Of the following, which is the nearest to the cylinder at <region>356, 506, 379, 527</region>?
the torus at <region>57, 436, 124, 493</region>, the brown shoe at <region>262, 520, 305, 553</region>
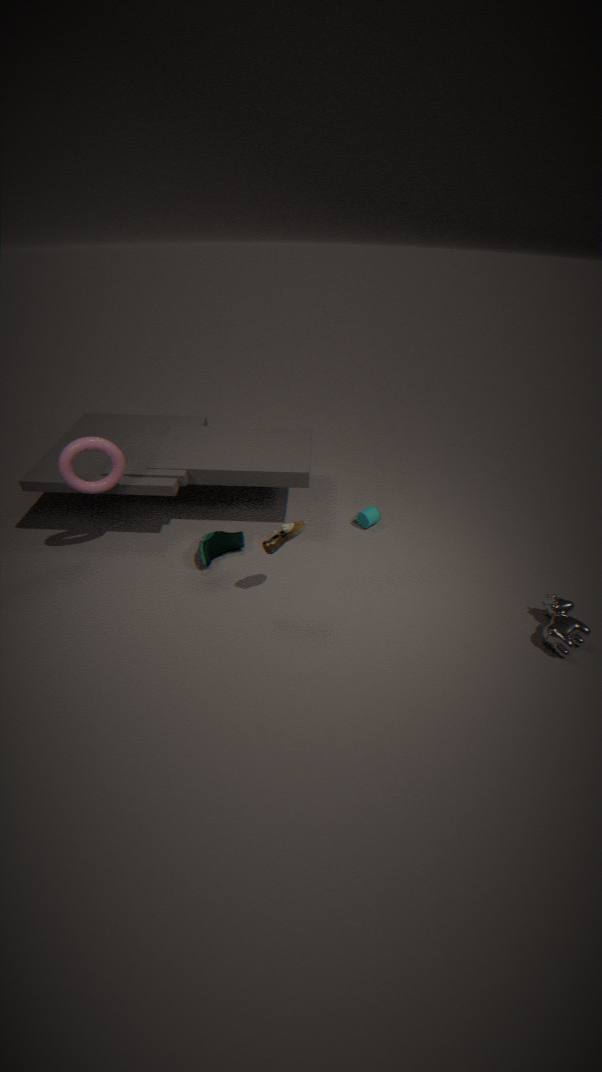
the brown shoe at <region>262, 520, 305, 553</region>
